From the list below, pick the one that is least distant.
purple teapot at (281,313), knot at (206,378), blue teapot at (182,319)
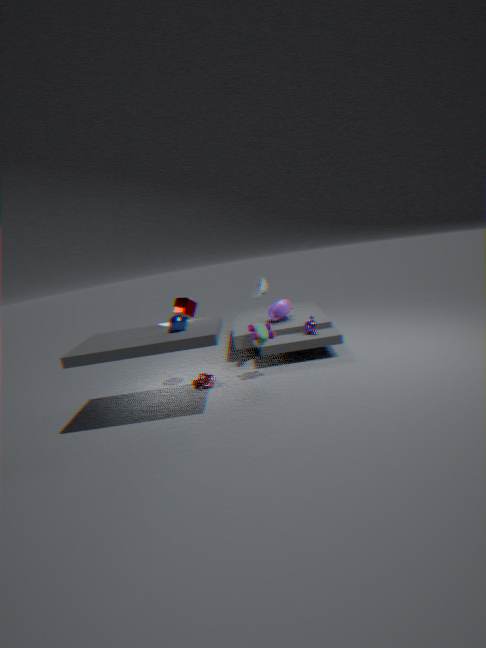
blue teapot at (182,319)
